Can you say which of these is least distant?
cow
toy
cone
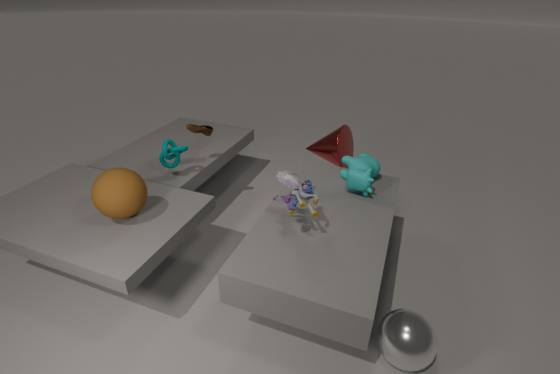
toy
